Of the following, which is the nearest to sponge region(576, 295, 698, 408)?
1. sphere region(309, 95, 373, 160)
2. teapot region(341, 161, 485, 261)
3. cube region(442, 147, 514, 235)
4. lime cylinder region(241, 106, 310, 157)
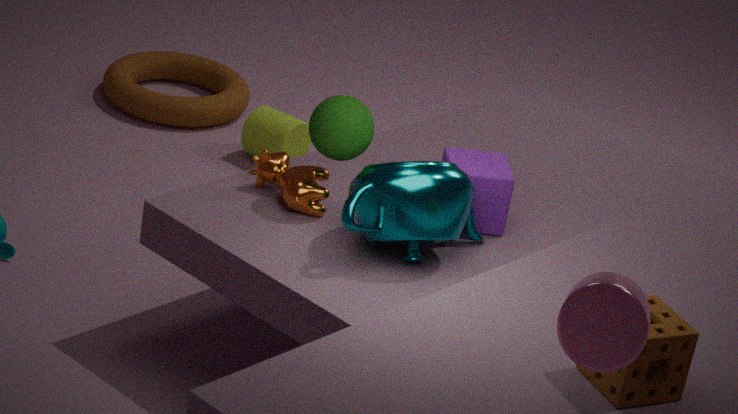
teapot region(341, 161, 485, 261)
